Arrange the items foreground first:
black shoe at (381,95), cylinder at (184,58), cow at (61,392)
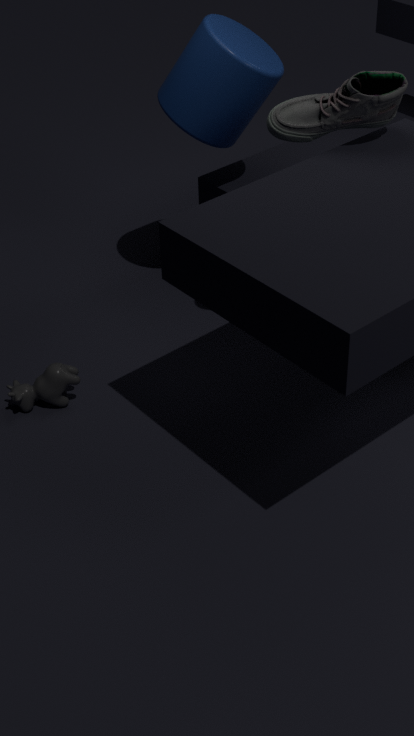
black shoe at (381,95)
cow at (61,392)
cylinder at (184,58)
